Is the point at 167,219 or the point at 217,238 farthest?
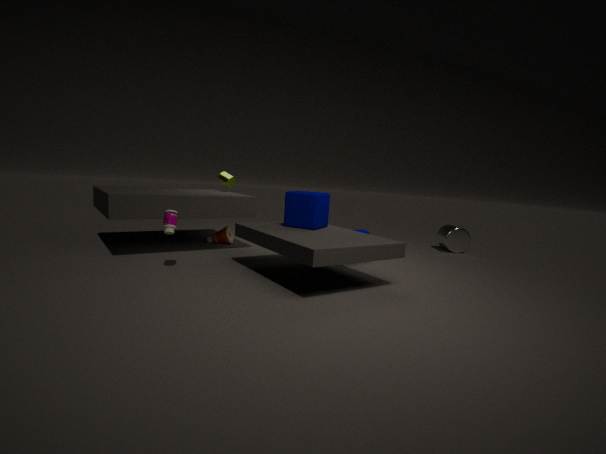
the point at 217,238
